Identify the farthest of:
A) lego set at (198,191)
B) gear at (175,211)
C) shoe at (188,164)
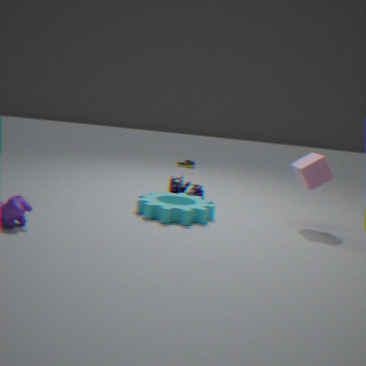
shoe at (188,164)
